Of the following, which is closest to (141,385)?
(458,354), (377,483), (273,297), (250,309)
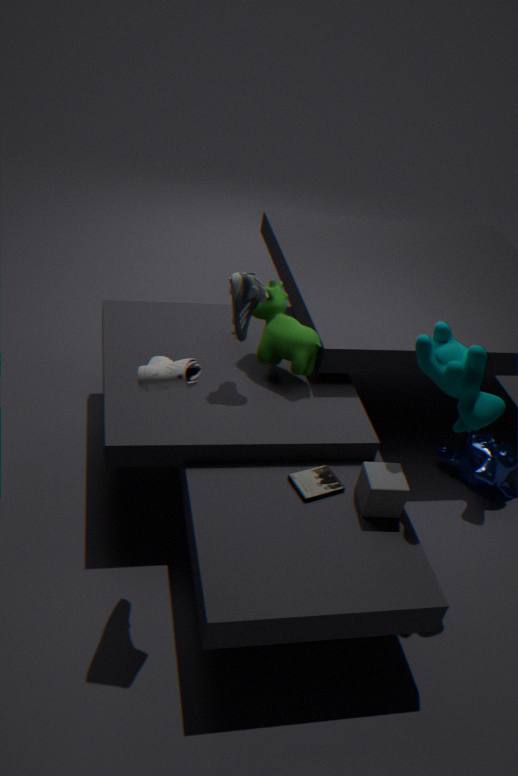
(250,309)
